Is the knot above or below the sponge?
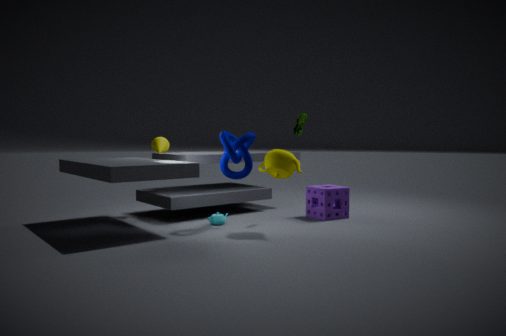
above
